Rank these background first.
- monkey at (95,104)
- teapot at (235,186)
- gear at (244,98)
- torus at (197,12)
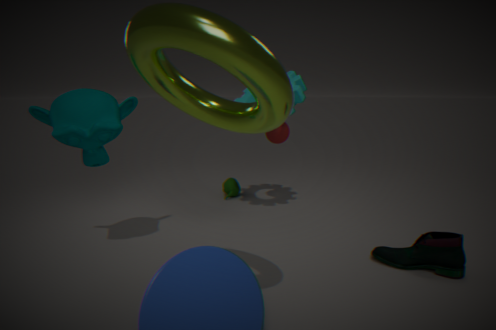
teapot at (235,186) → gear at (244,98) → monkey at (95,104) → torus at (197,12)
